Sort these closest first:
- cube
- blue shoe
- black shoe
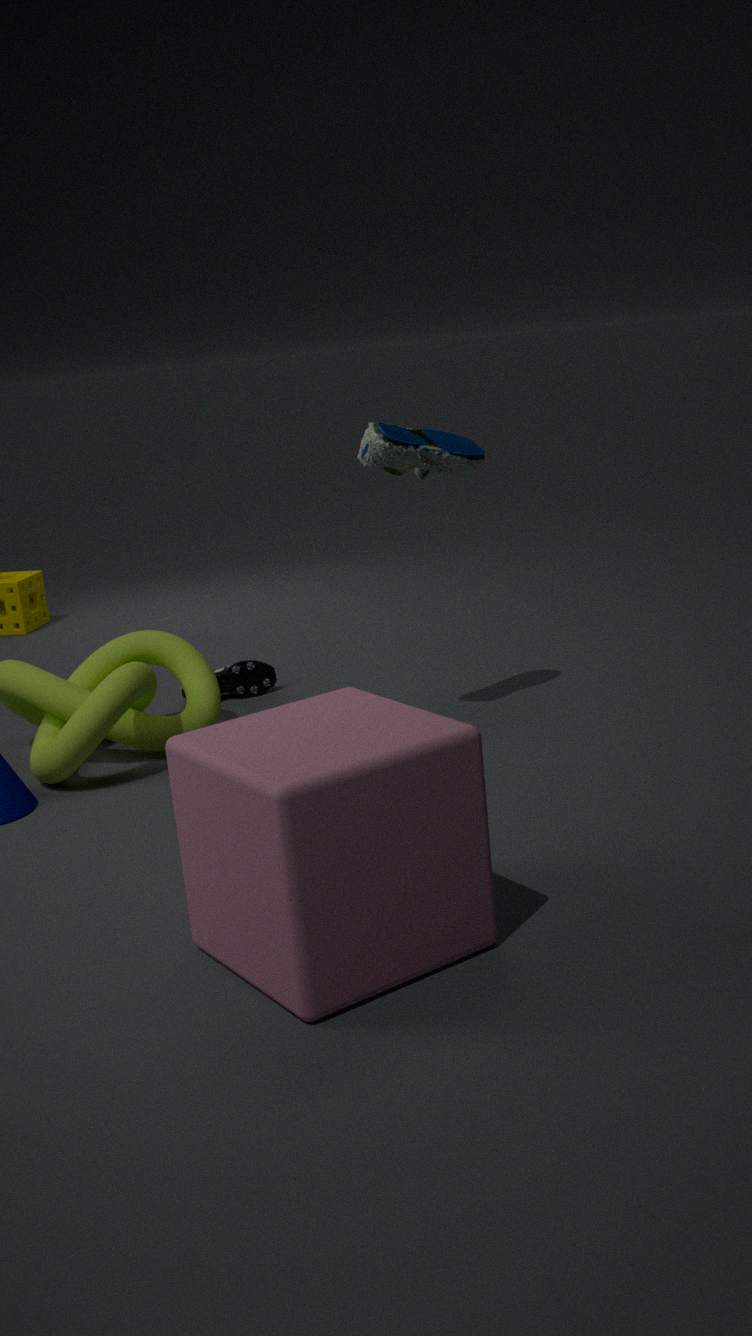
cube < blue shoe < black shoe
